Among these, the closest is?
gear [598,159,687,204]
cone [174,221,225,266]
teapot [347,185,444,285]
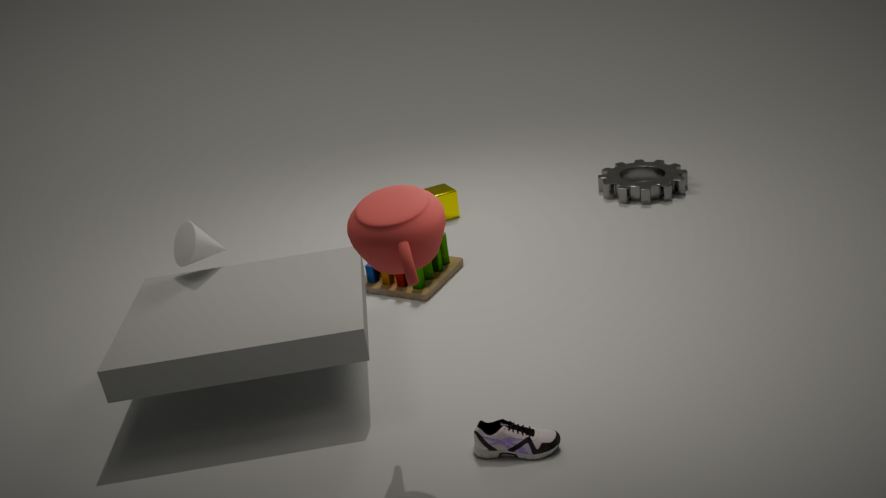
teapot [347,185,444,285]
